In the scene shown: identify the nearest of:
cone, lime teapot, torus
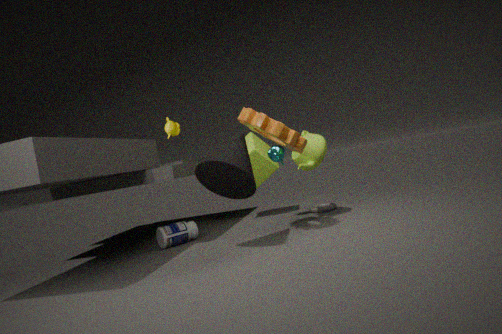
cone
